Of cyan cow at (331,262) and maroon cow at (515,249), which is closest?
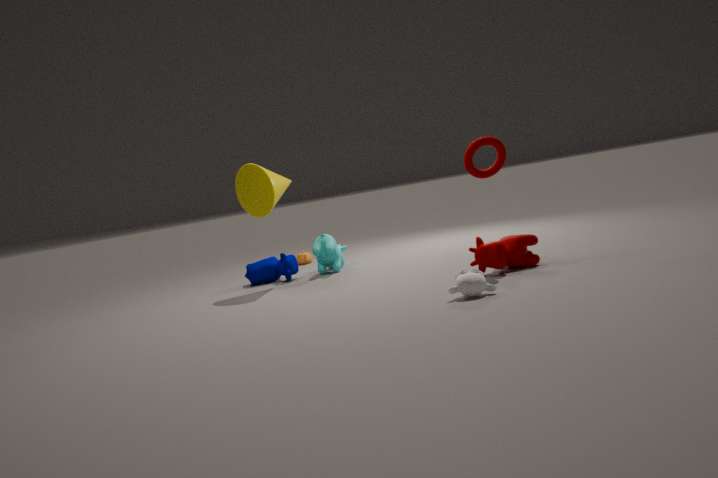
maroon cow at (515,249)
